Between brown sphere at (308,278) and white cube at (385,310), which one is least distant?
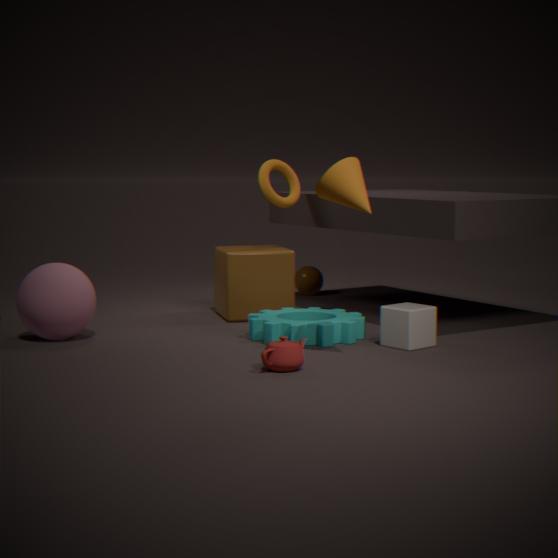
white cube at (385,310)
